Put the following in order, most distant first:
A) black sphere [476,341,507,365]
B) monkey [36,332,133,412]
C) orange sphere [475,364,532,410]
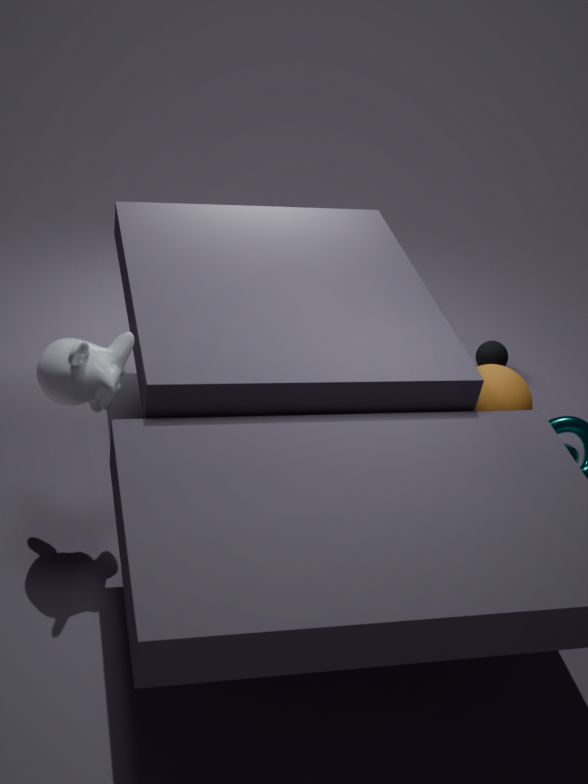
1. black sphere [476,341,507,365]
2. orange sphere [475,364,532,410]
3. monkey [36,332,133,412]
